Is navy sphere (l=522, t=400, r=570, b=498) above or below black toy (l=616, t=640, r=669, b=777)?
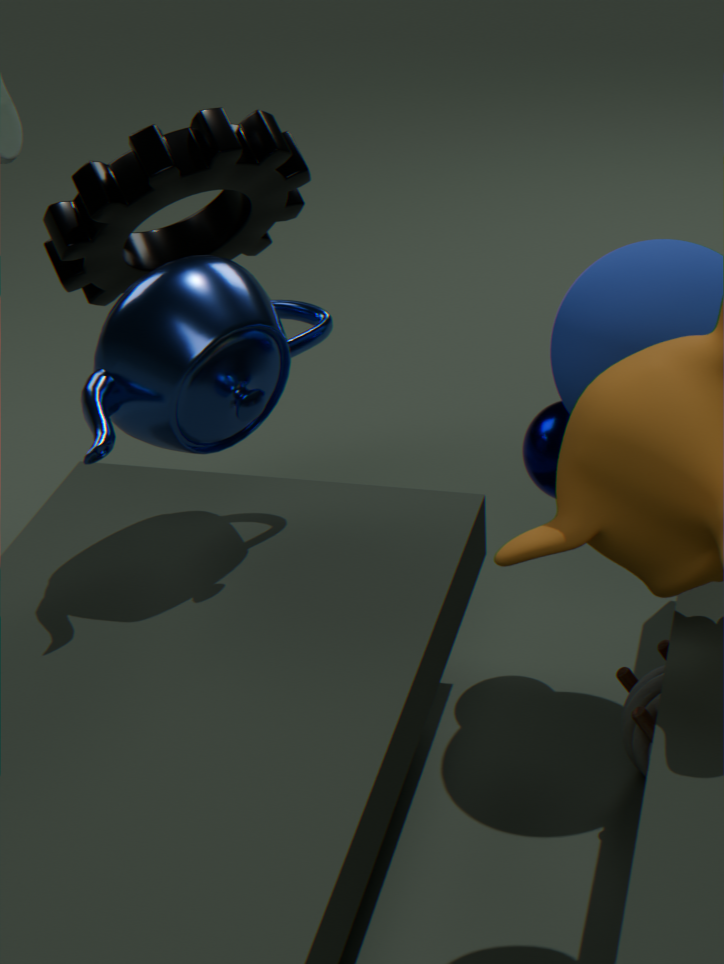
above
